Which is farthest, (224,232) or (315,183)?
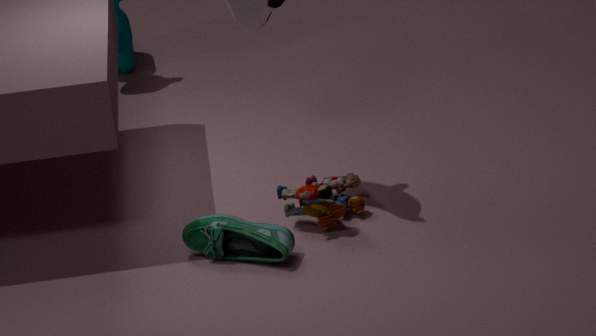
(315,183)
